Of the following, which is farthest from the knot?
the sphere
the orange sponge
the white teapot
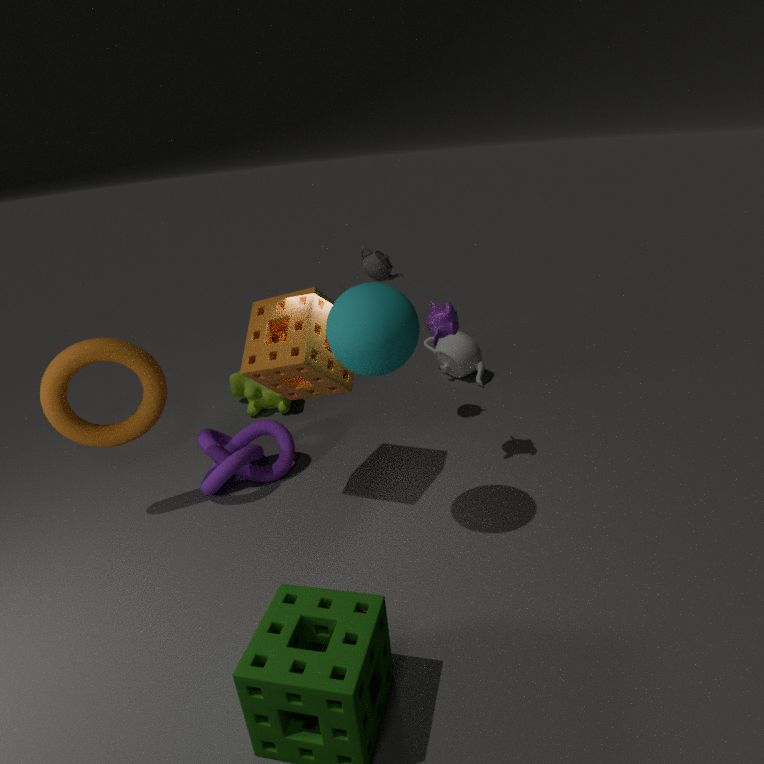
the white teapot
